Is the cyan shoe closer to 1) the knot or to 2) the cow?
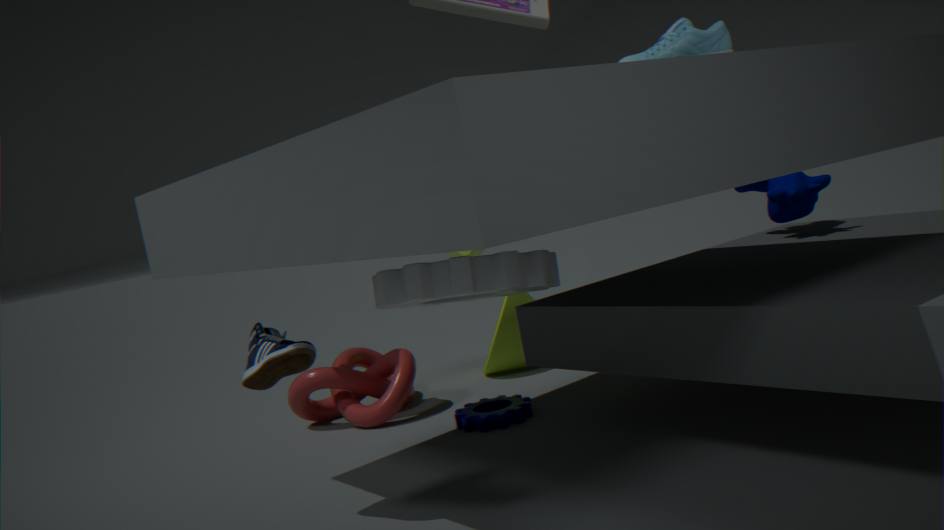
2) the cow
